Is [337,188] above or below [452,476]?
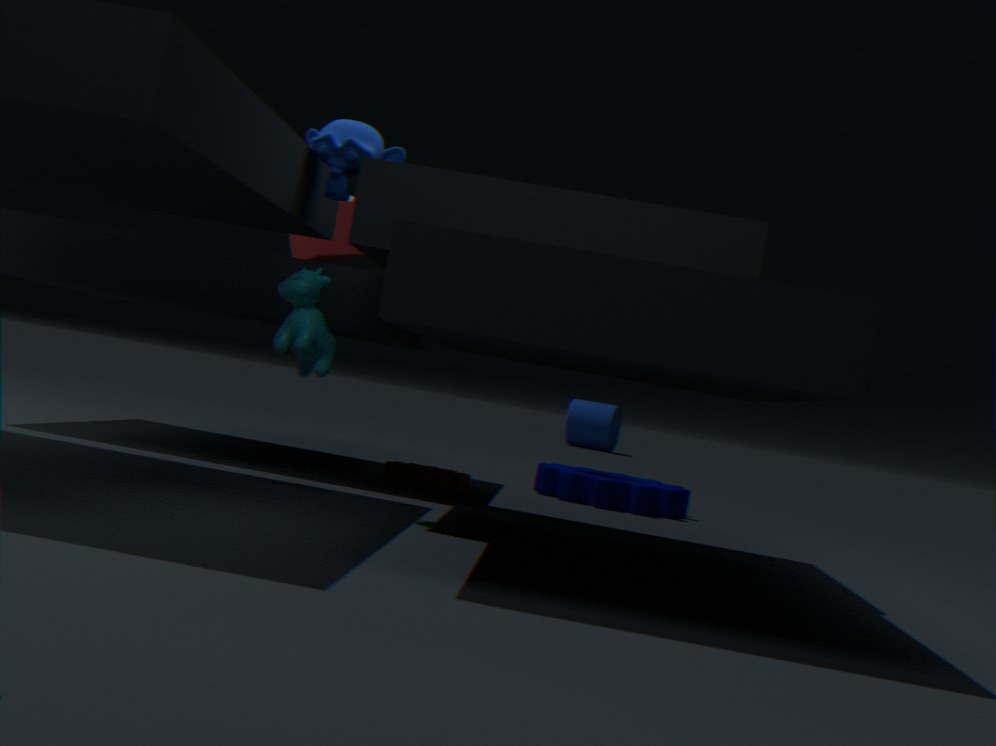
above
